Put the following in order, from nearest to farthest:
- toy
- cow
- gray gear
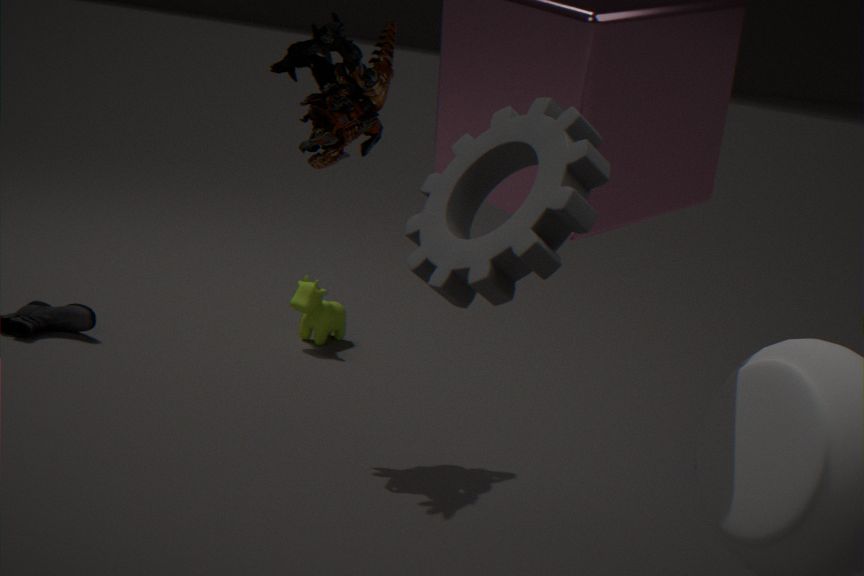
gray gear → toy → cow
